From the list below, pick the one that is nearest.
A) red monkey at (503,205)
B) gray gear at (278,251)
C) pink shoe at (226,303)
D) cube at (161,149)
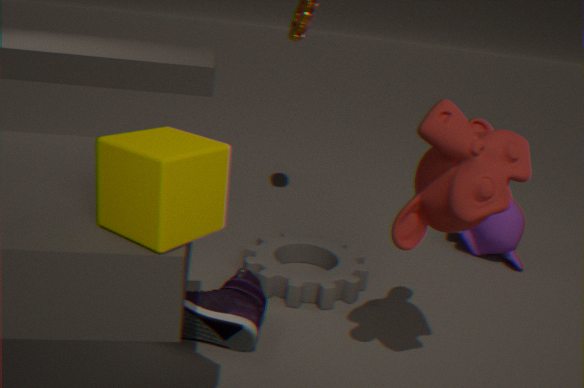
cube at (161,149)
